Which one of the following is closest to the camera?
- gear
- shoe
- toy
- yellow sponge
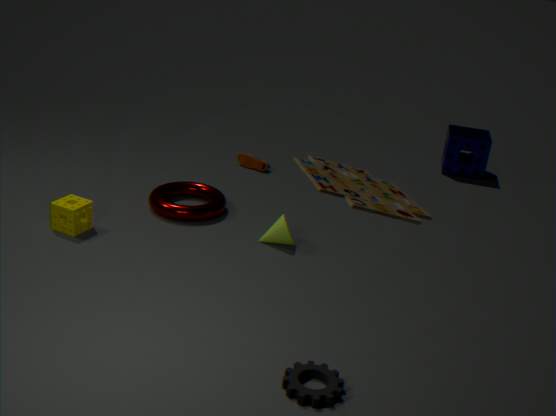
toy
